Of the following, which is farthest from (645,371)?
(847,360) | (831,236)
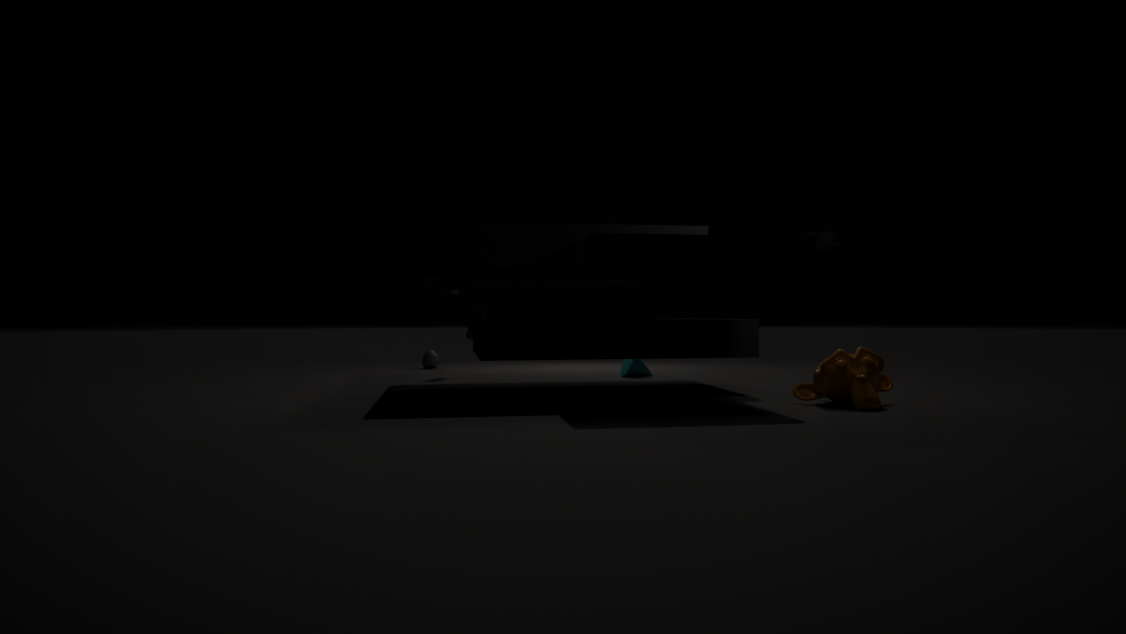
(847,360)
